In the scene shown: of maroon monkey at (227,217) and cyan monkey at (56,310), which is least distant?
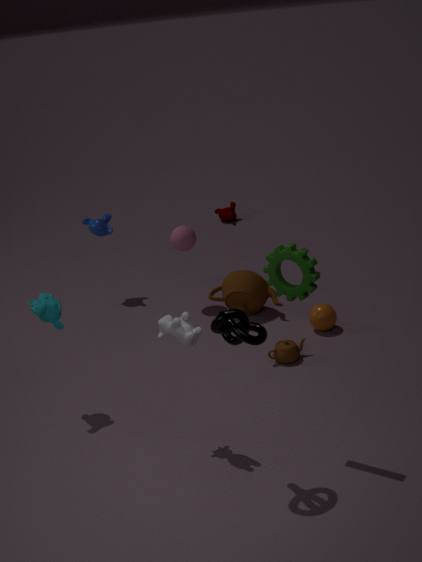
cyan monkey at (56,310)
